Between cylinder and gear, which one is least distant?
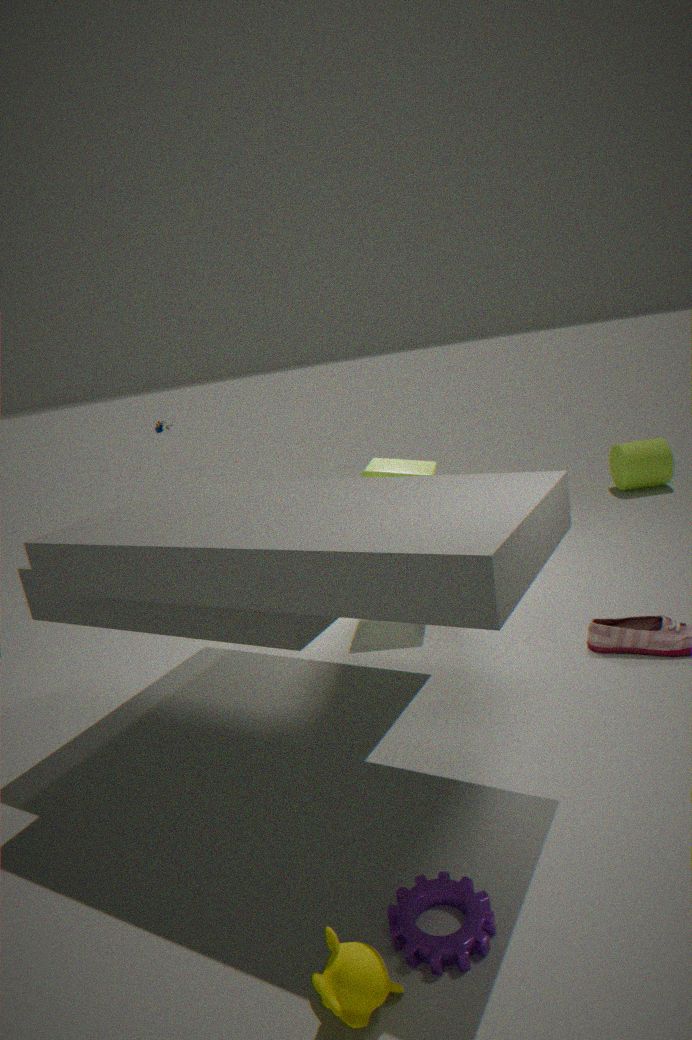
gear
